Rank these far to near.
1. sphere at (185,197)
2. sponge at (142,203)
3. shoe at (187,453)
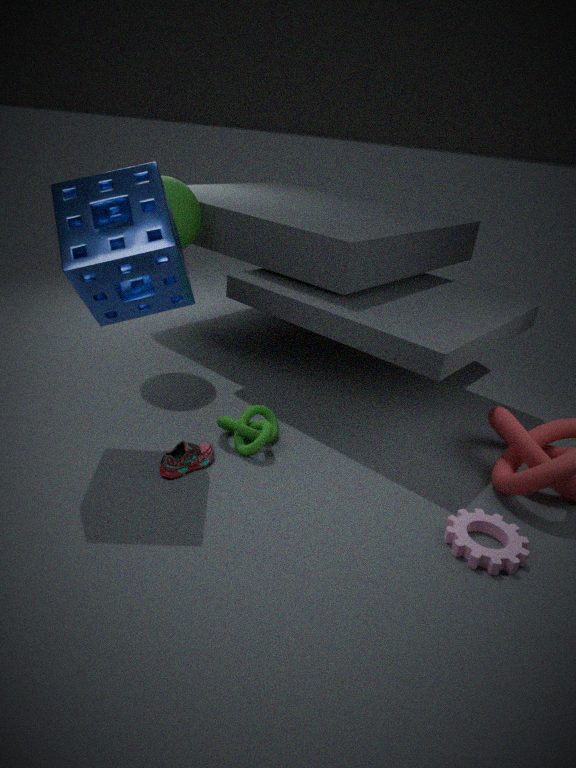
1. sphere at (185,197)
2. shoe at (187,453)
3. sponge at (142,203)
